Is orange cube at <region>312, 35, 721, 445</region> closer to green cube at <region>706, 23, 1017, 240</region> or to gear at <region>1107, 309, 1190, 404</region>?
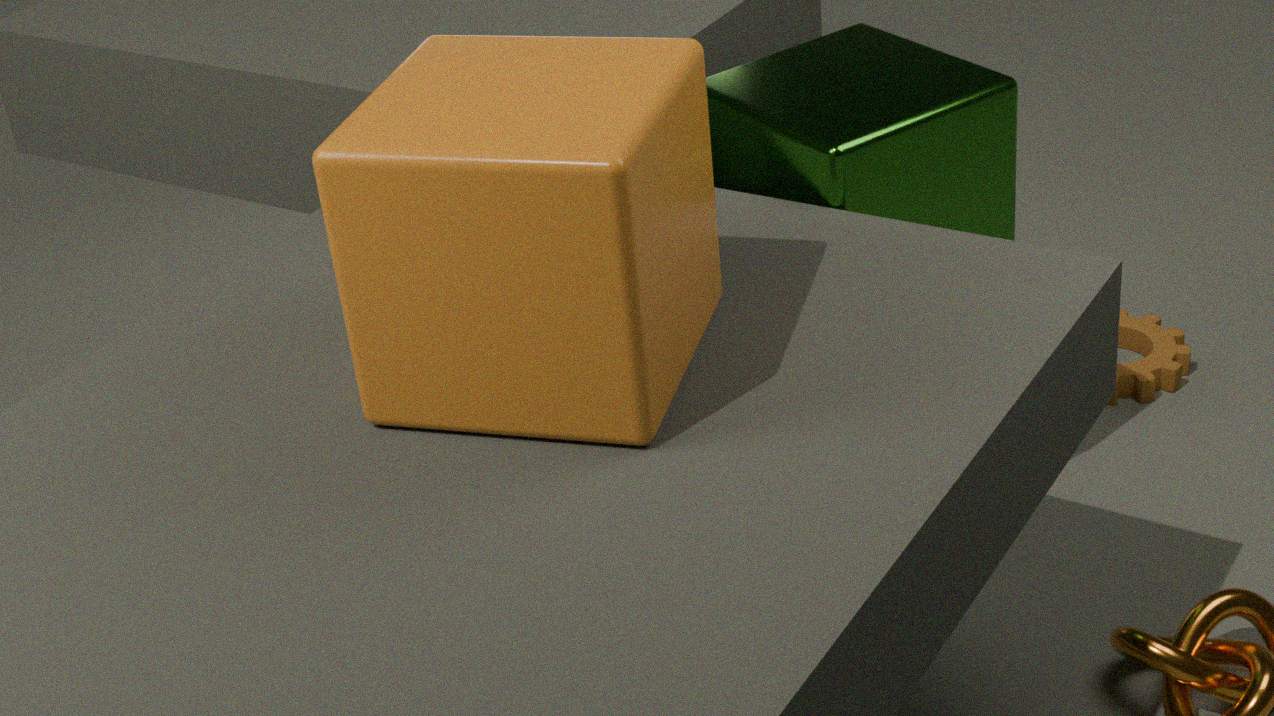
green cube at <region>706, 23, 1017, 240</region>
